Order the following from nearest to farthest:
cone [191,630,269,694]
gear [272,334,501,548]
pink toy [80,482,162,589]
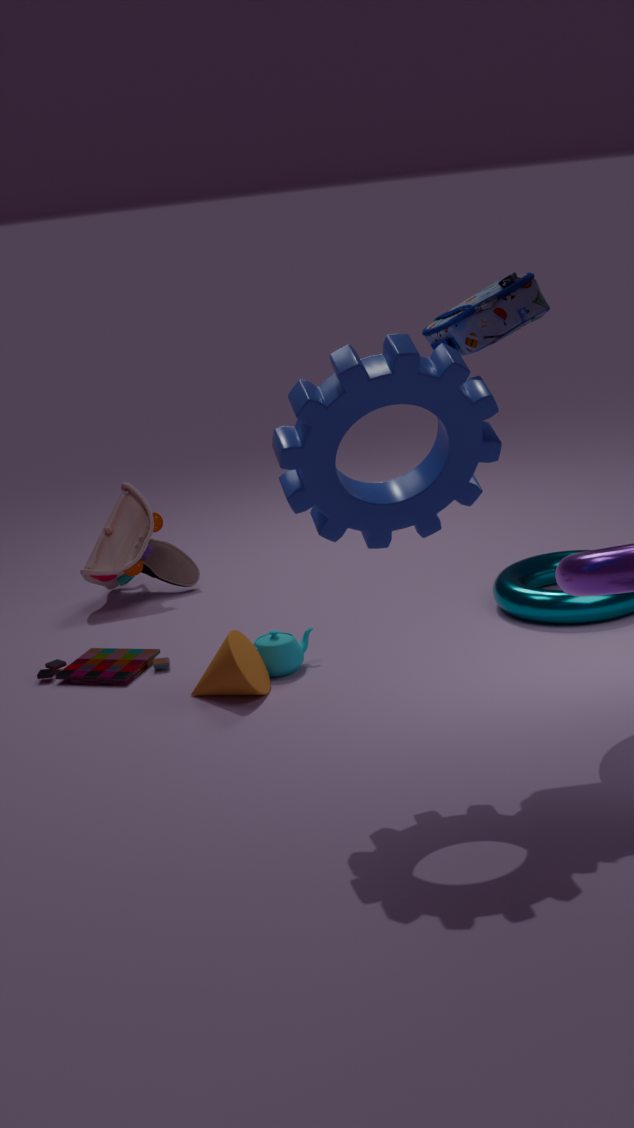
1. gear [272,334,501,548]
2. cone [191,630,269,694]
3. pink toy [80,482,162,589]
